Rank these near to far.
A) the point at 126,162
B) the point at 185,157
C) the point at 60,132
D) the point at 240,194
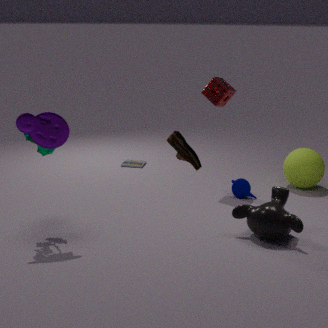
the point at 185,157, the point at 60,132, the point at 240,194, the point at 126,162
